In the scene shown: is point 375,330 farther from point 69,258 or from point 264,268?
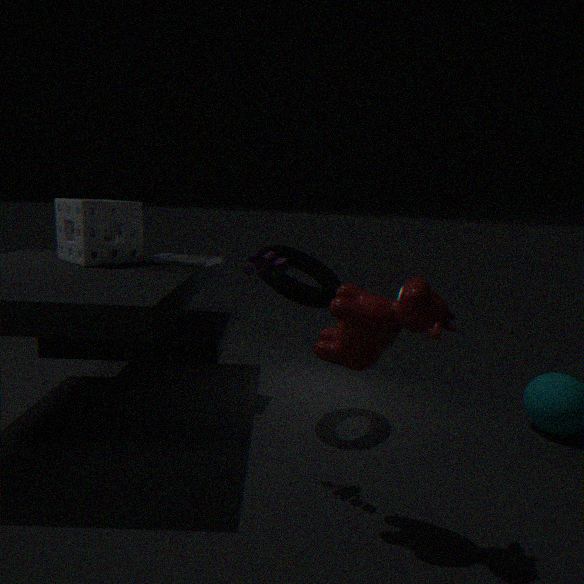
point 69,258
